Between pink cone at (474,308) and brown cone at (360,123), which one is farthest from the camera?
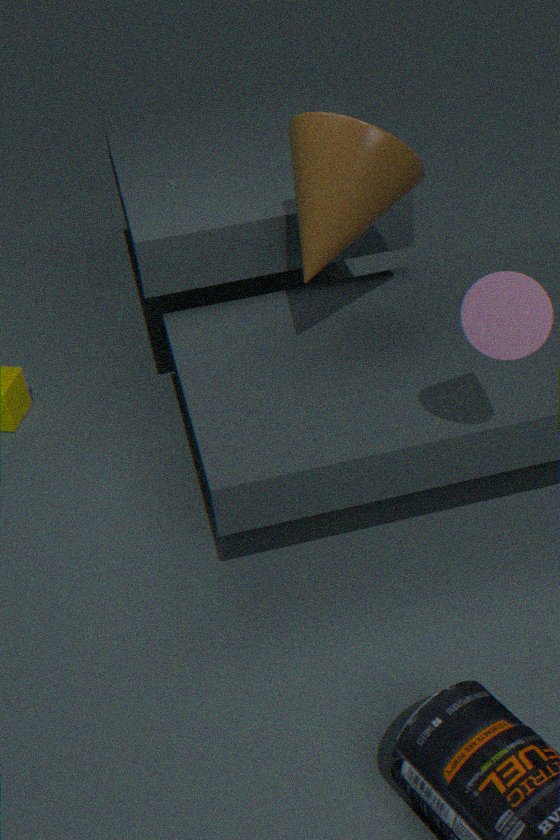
brown cone at (360,123)
